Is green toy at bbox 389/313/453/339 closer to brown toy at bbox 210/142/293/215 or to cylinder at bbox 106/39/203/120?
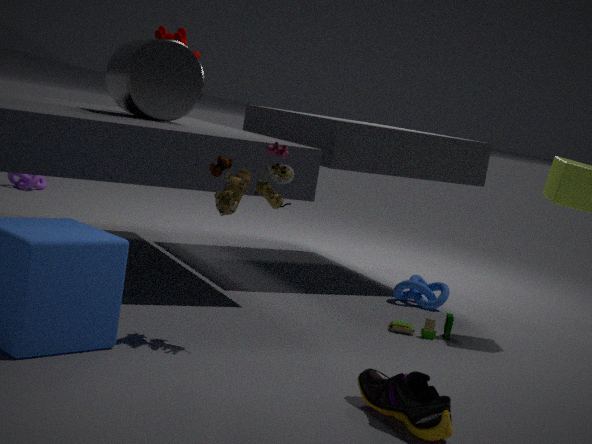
brown toy at bbox 210/142/293/215
